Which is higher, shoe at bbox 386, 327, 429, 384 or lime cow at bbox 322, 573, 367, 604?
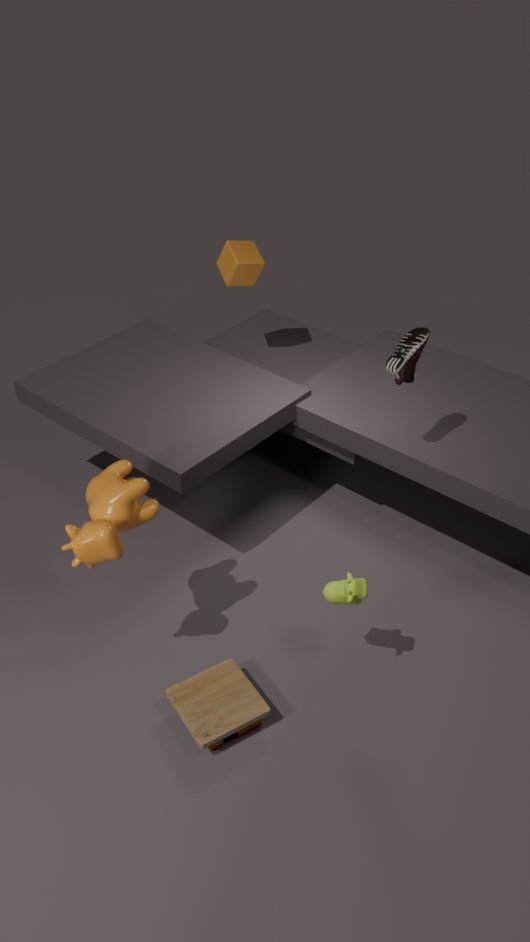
shoe at bbox 386, 327, 429, 384
